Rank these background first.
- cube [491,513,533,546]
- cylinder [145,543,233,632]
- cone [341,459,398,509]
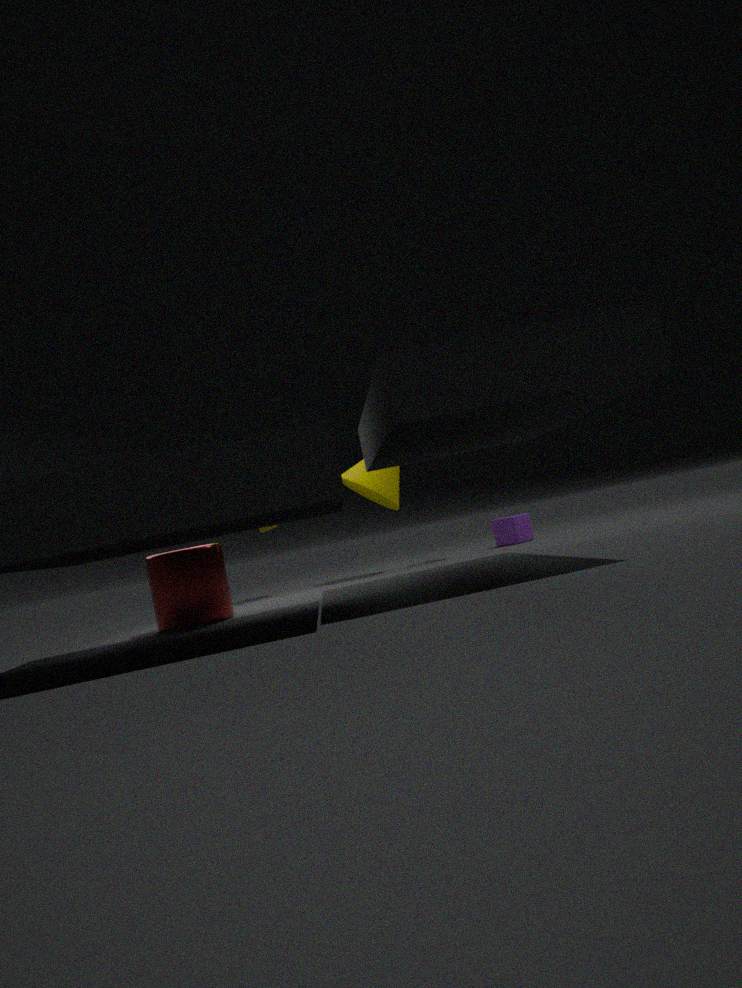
1. cube [491,513,533,546]
2. cone [341,459,398,509]
3. cylinder [145,543,233,632]
